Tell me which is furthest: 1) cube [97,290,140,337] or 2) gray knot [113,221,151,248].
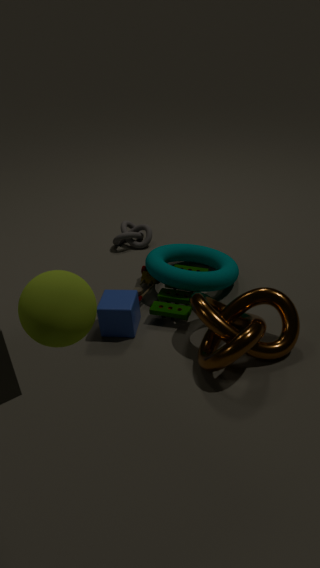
2. gray knot [113,221,151,248]
